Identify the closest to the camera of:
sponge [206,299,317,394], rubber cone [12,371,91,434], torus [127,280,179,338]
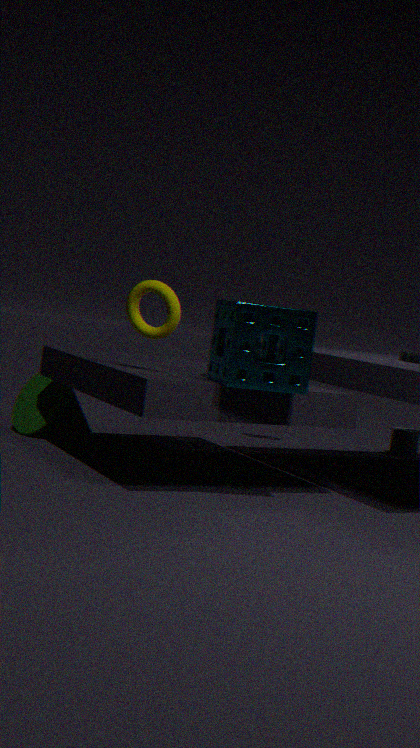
sponge [206,299,317,394]
